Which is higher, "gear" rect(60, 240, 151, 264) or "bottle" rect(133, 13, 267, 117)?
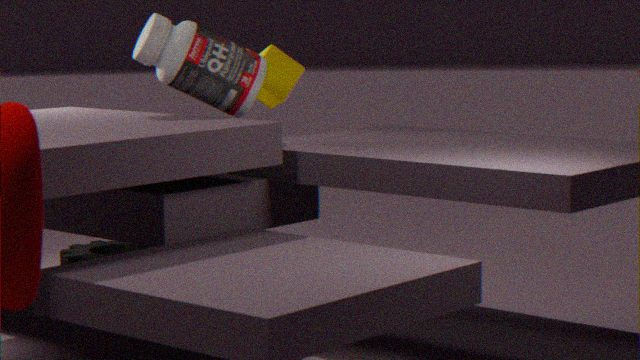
"bottle" rect(133, 13, 267, 117)
